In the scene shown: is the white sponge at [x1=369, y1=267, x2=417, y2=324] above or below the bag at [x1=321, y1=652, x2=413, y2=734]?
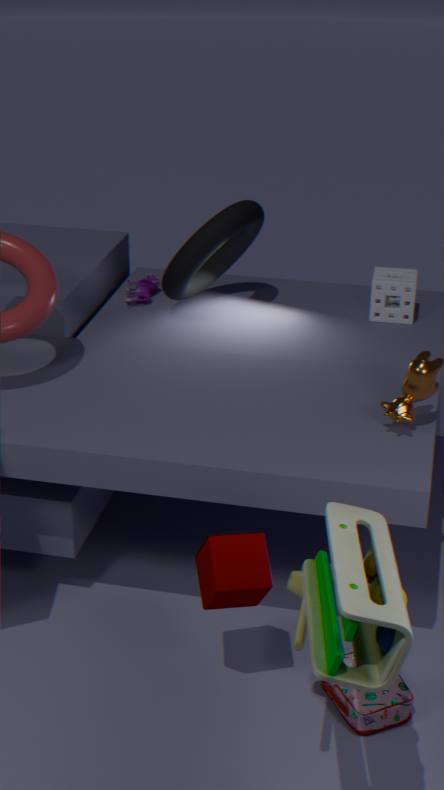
above
